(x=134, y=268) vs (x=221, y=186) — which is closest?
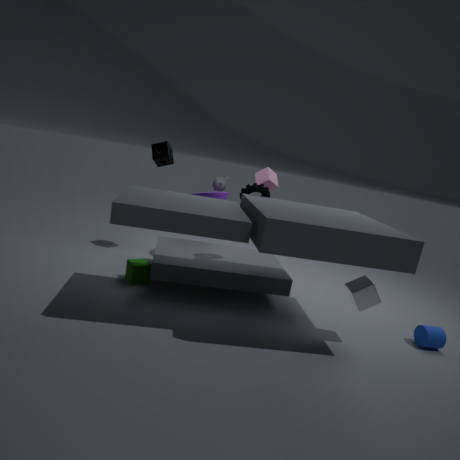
(x=134, y=268)
